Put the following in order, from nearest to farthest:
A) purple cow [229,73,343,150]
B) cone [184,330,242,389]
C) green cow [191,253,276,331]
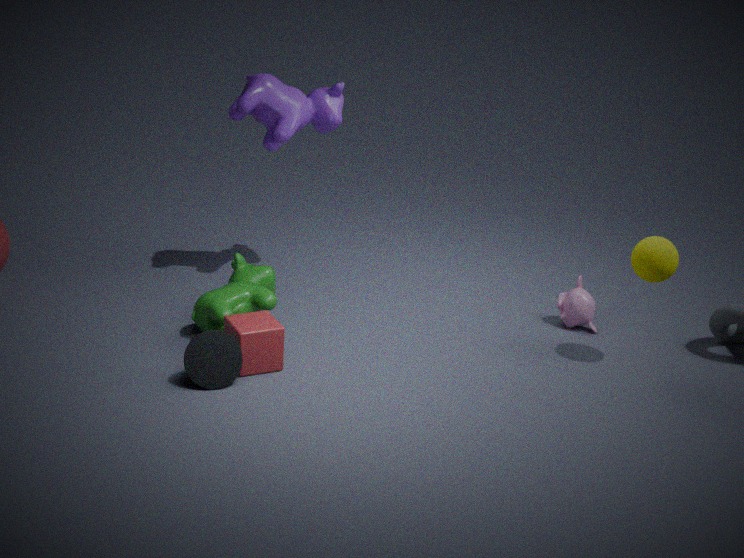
B. cone [184,330,242,389]
C. green cow [191,253,276,331]
A. purple cow [229,73,343,150]
